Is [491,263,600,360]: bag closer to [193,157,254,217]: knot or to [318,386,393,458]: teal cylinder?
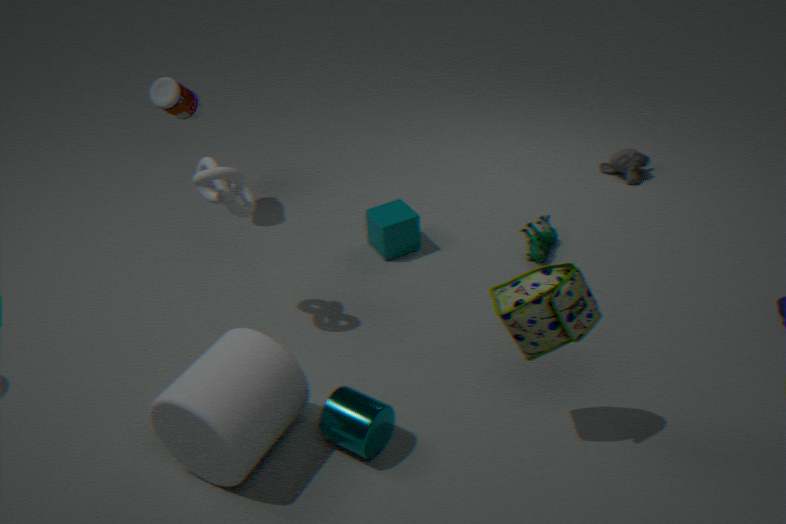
[318,386,393,458]: teal cylinder
